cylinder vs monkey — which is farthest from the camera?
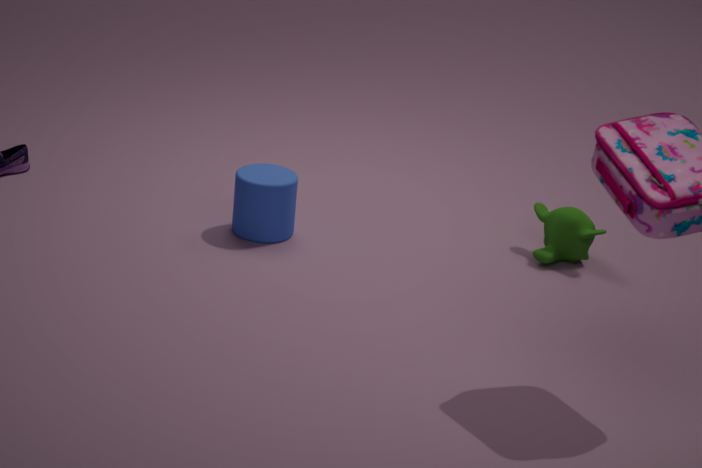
monkey
